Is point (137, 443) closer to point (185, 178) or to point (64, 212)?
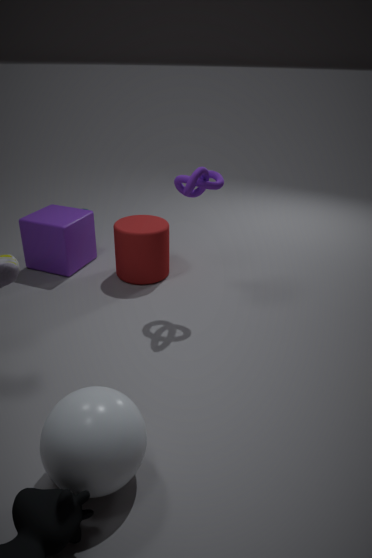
point (185, 178)
